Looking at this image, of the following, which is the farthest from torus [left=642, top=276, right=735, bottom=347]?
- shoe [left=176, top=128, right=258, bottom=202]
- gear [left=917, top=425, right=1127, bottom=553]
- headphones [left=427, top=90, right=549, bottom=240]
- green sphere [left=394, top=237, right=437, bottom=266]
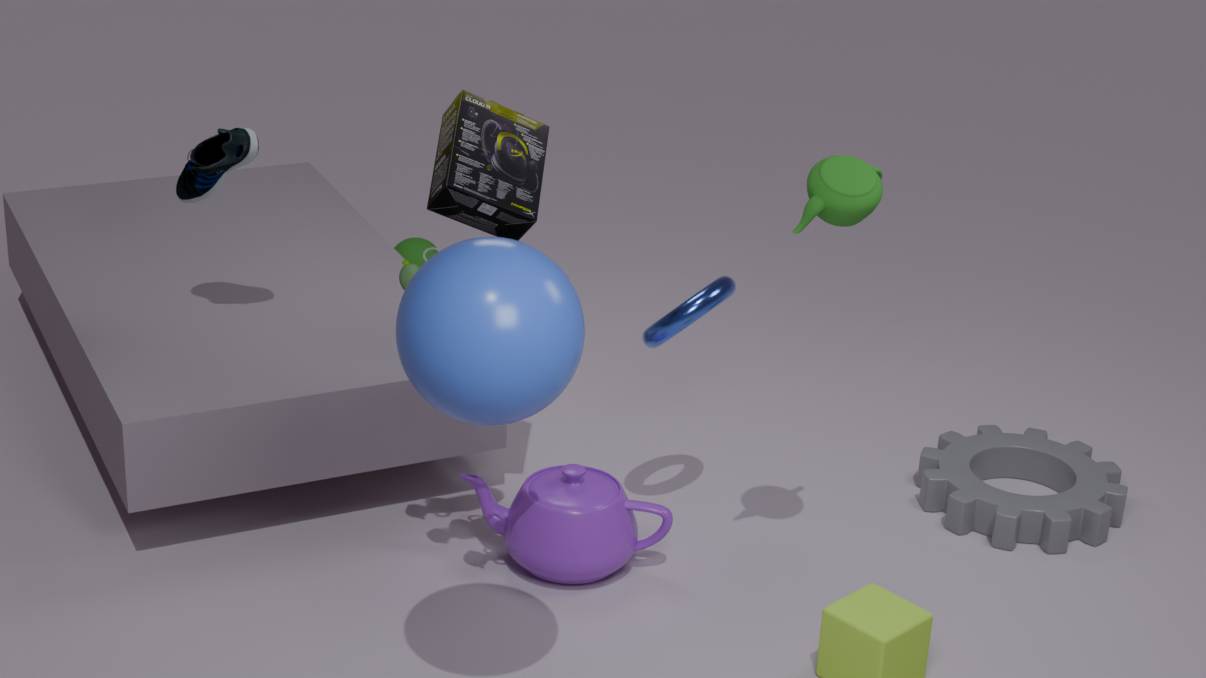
green sphere [left=394, top=237, right=437, bottom=266]
